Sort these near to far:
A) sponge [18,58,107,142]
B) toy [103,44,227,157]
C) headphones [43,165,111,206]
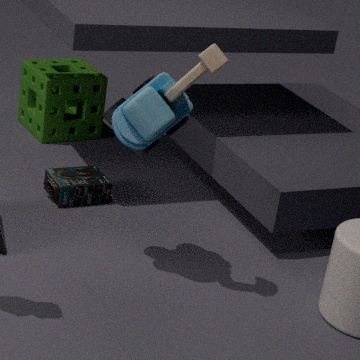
toy [103,44,227,157], headphones [43,165,111,206], sponge [18,58,107,142]
